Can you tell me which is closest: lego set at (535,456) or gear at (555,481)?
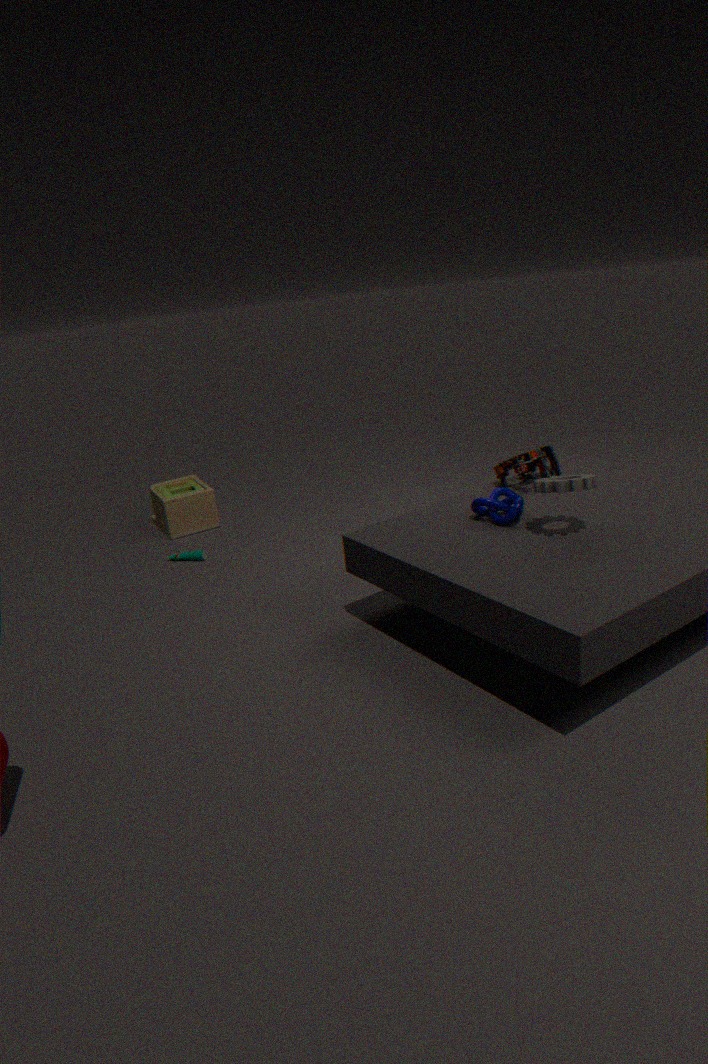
gear at (555,481)
